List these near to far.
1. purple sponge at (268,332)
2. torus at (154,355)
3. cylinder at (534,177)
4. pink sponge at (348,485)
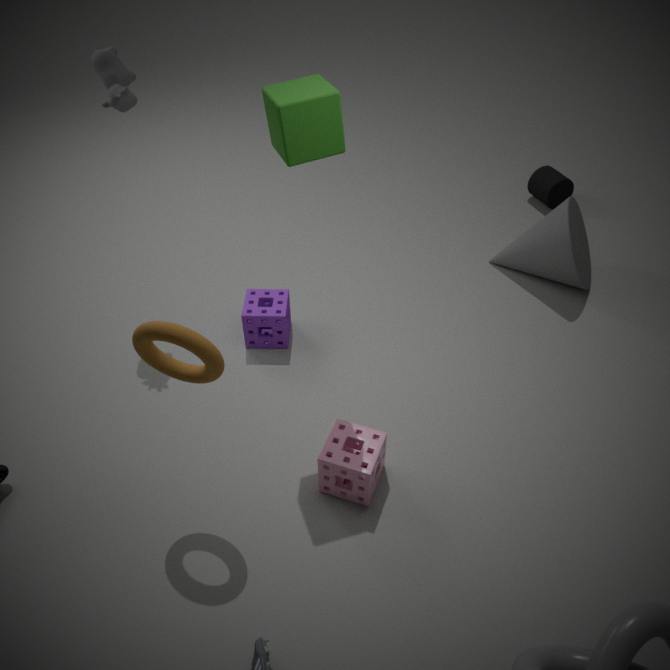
torus at (154,355) → pink sponge at (348,485) → purple sponge at (268,332) → cylinder at (534,177)
